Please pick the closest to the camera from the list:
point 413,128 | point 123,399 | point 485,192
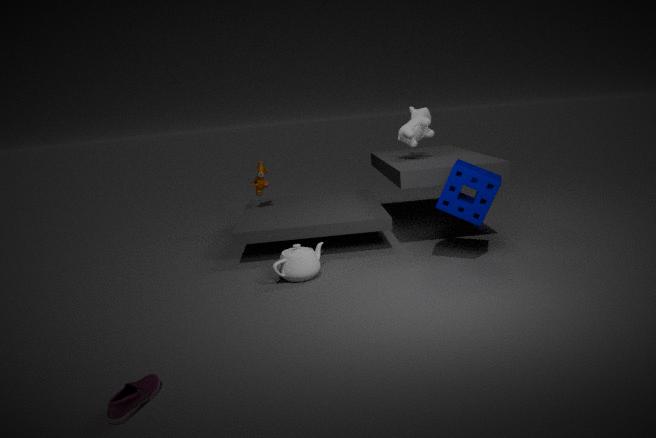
point 123,399
